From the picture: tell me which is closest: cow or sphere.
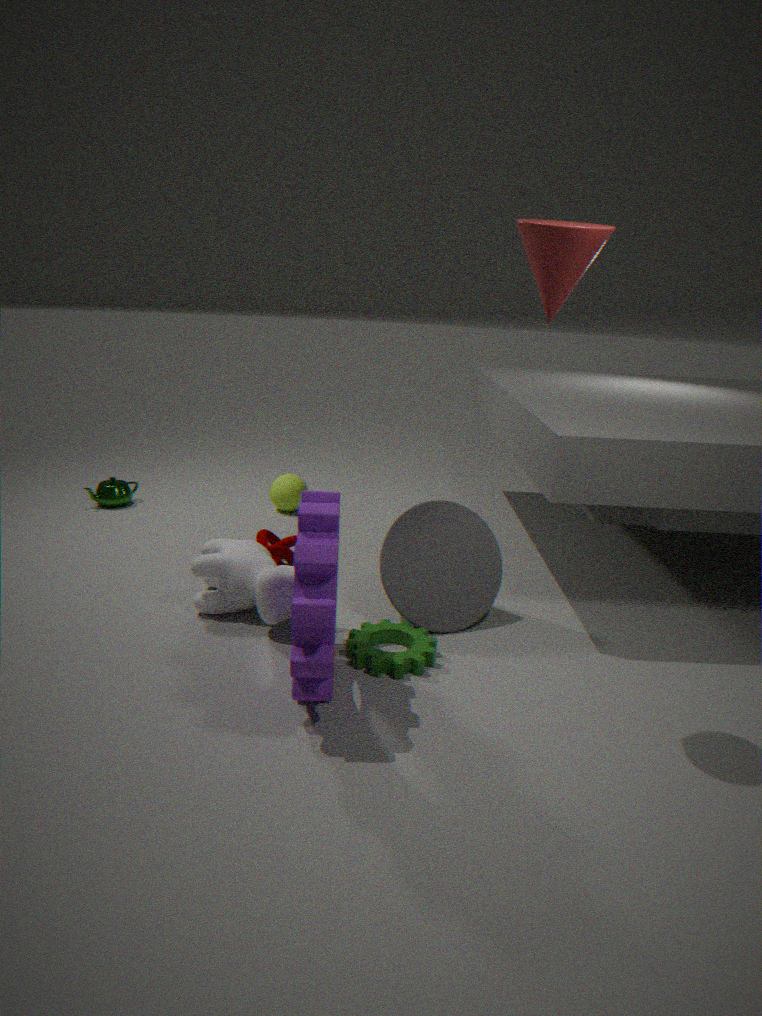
cow
